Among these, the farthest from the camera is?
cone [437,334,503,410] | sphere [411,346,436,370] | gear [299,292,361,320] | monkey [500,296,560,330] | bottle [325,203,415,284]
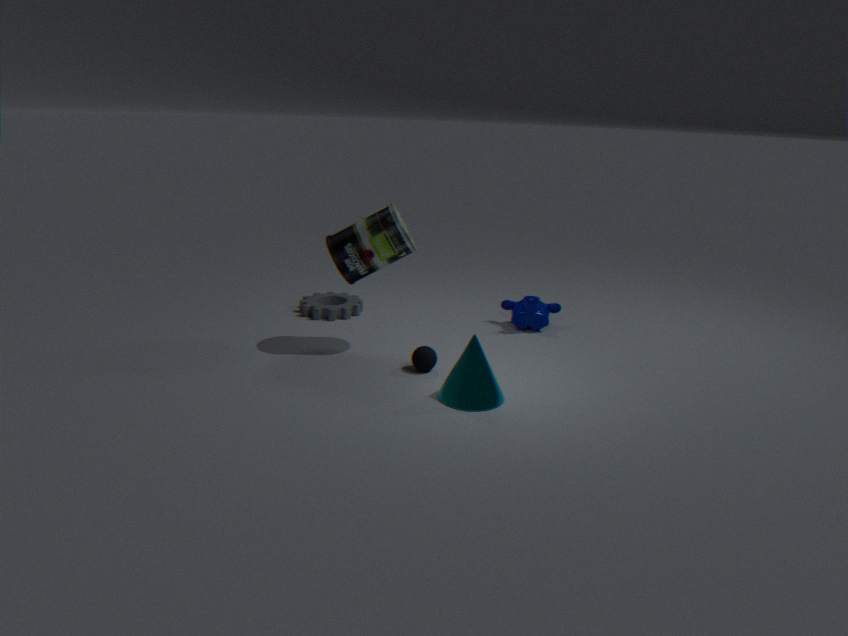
gear [299,292,361,320]
